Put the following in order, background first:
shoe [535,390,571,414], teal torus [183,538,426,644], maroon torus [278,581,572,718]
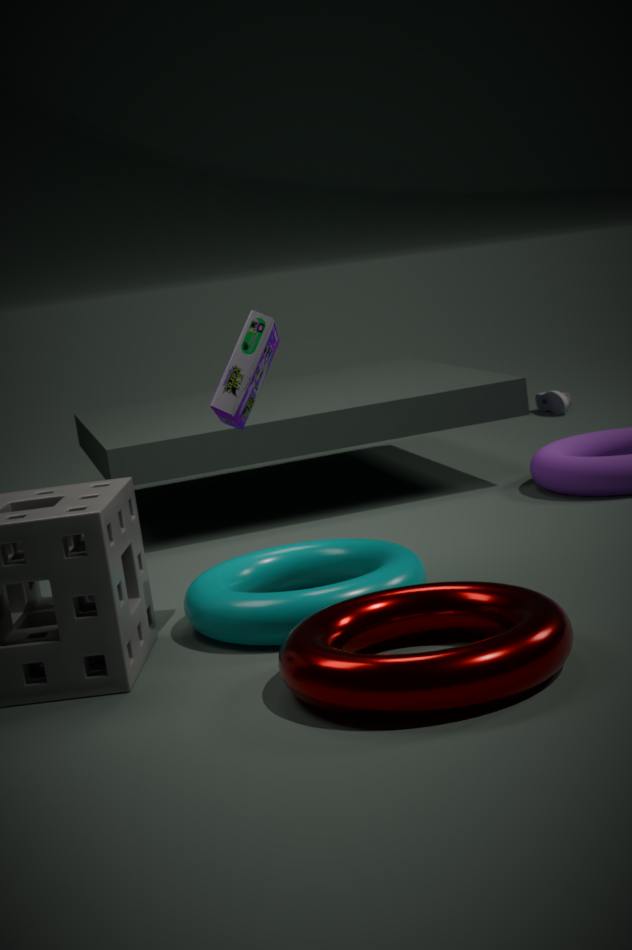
1. shoe [535,390,571,414]
2. teal torus [183,538,426,644]
3. maroon torus [278,581,572,718]
